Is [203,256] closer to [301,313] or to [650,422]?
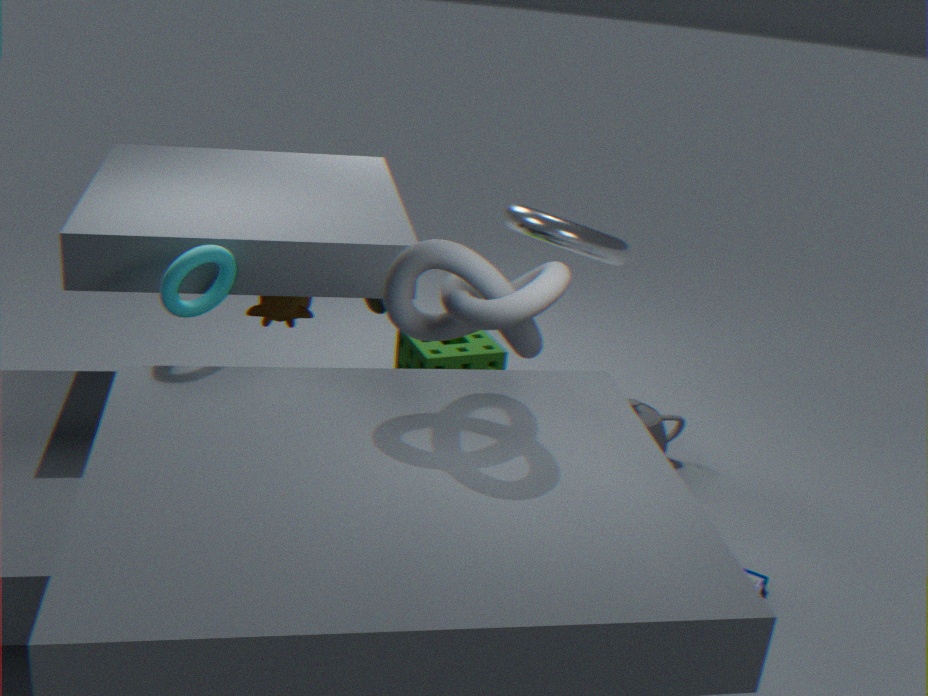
[301,313]
